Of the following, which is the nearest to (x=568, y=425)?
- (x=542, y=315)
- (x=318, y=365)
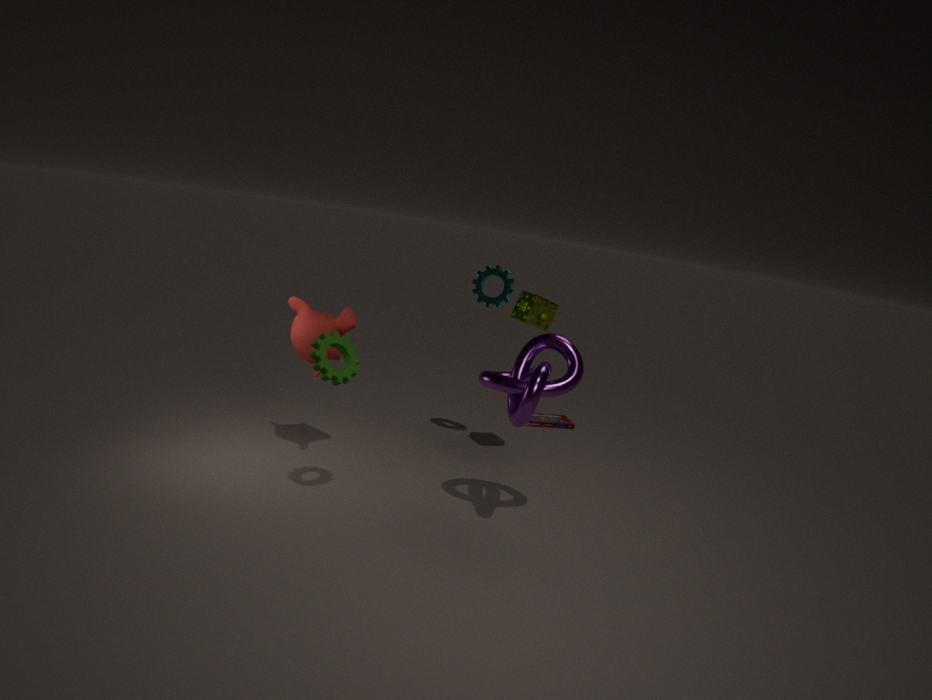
(x=542, y=315)
